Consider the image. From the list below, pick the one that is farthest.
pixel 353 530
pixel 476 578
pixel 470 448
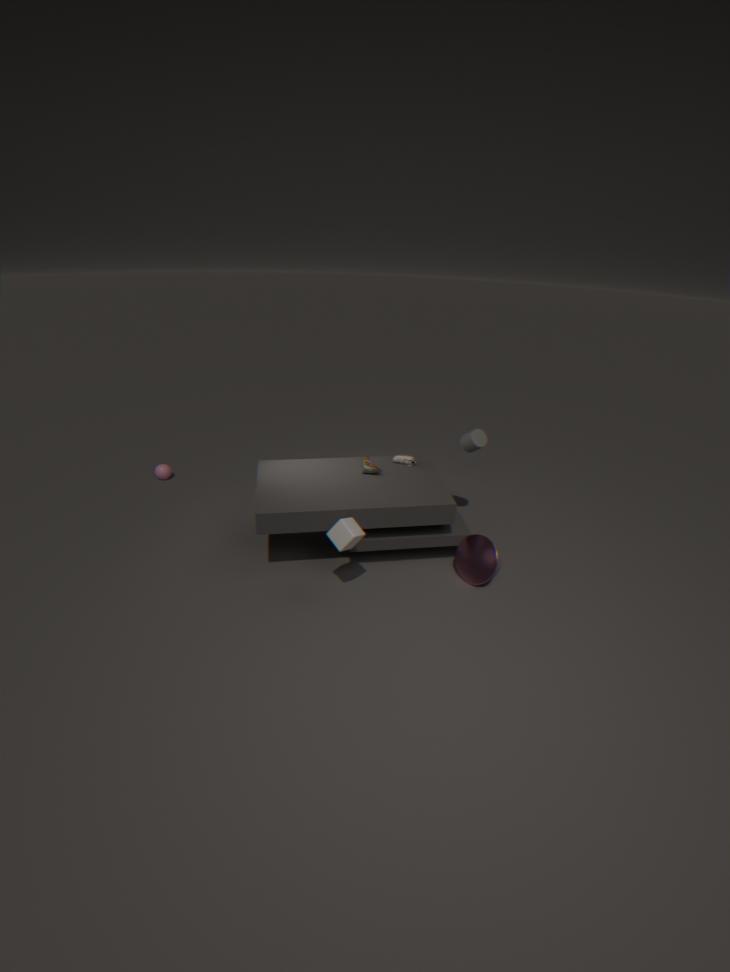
pixel 470 448
